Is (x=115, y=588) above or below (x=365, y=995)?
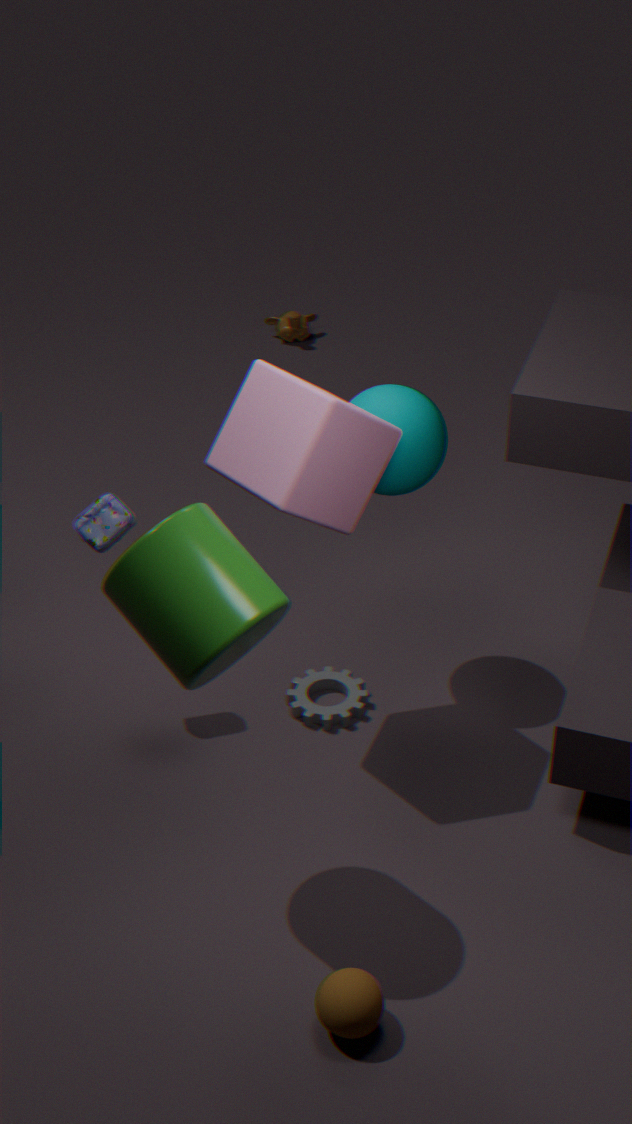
above
